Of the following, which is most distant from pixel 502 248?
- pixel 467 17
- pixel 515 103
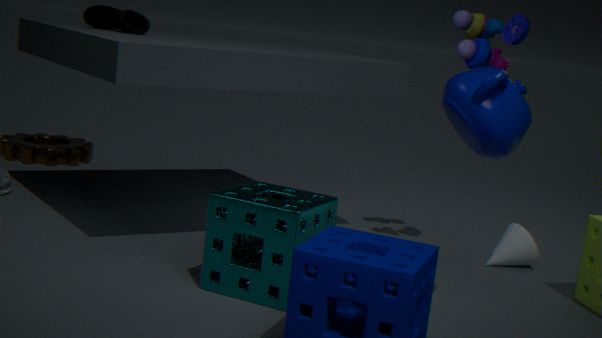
pixel 515 103
